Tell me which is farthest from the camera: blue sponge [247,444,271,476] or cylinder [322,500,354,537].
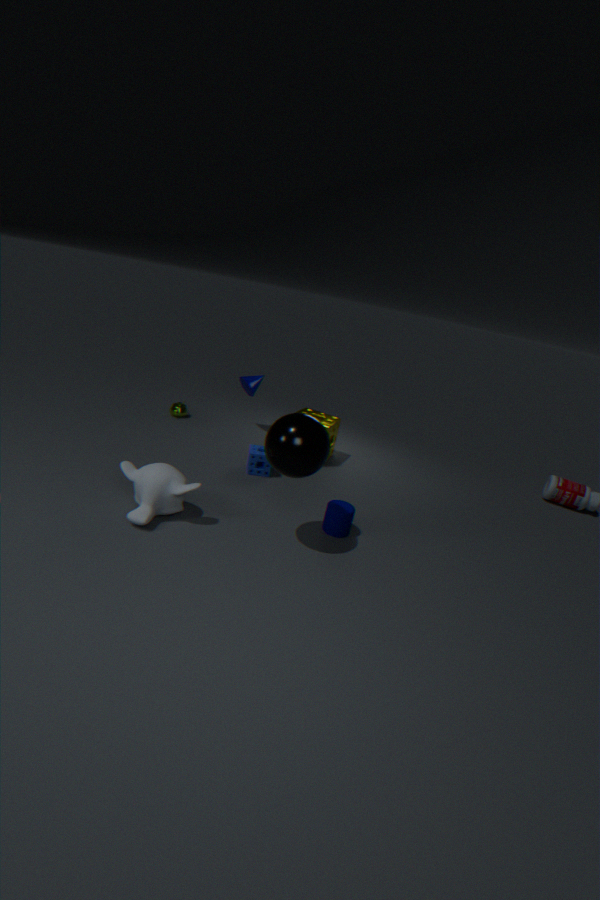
blue sponge [247,444,271,476]
